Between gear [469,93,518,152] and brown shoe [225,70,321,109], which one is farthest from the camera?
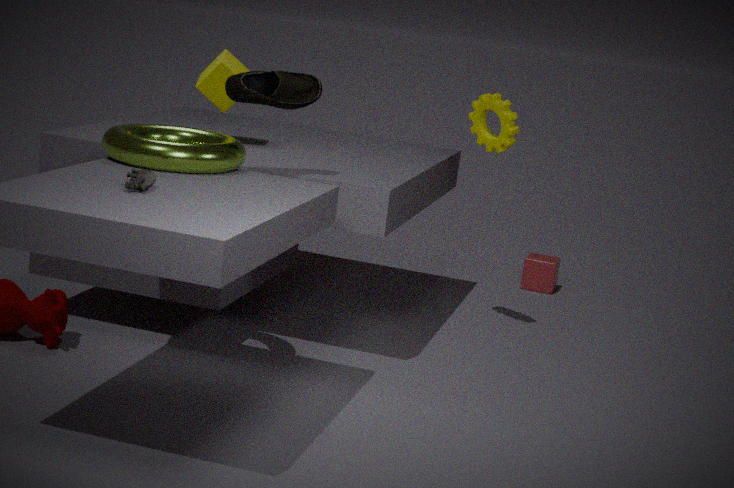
gear [469,93,518,152]
